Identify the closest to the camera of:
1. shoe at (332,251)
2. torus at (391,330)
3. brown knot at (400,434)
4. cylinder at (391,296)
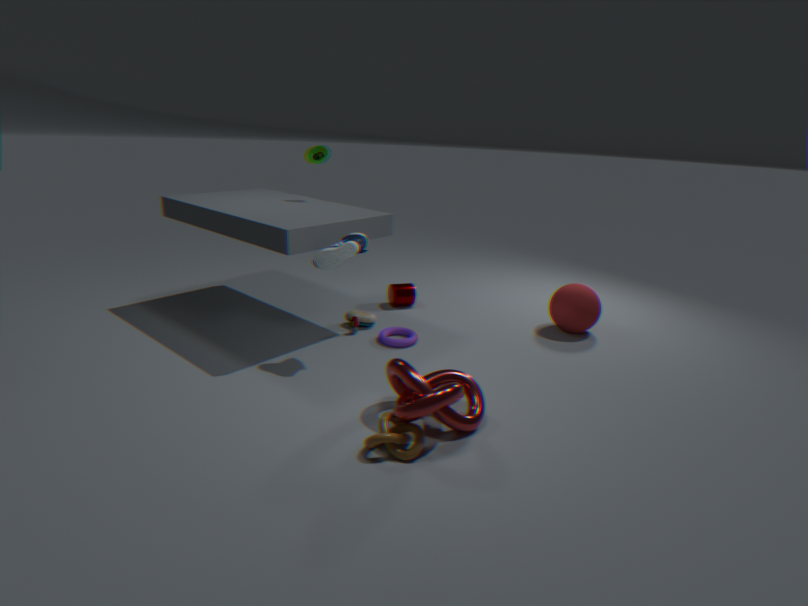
brown knot at (400,434)
